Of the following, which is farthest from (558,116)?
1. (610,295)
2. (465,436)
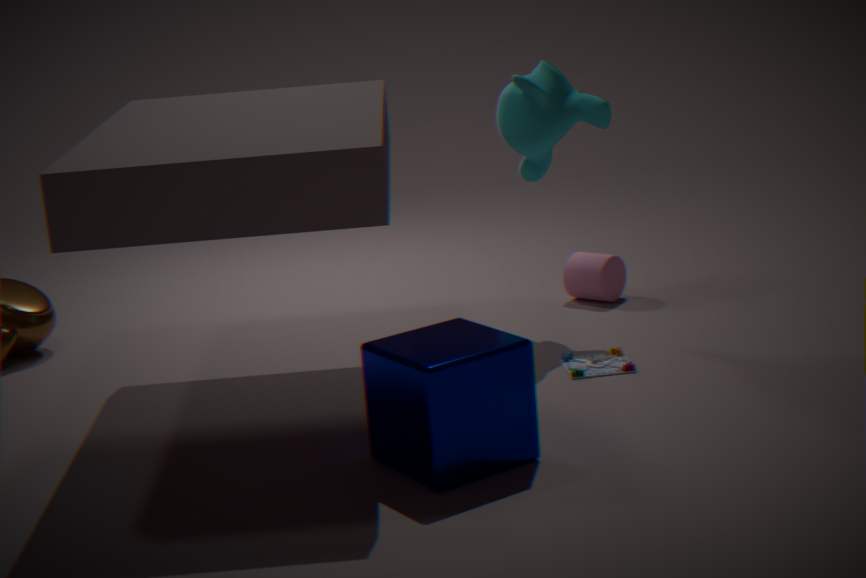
(465,436)
